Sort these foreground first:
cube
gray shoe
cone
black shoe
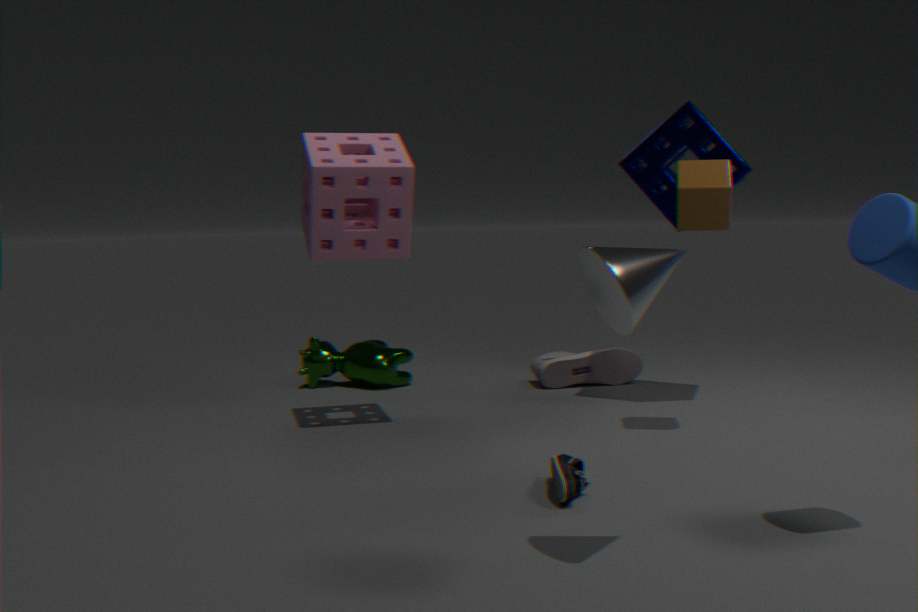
cone
black shoe
cube
gray shoe
